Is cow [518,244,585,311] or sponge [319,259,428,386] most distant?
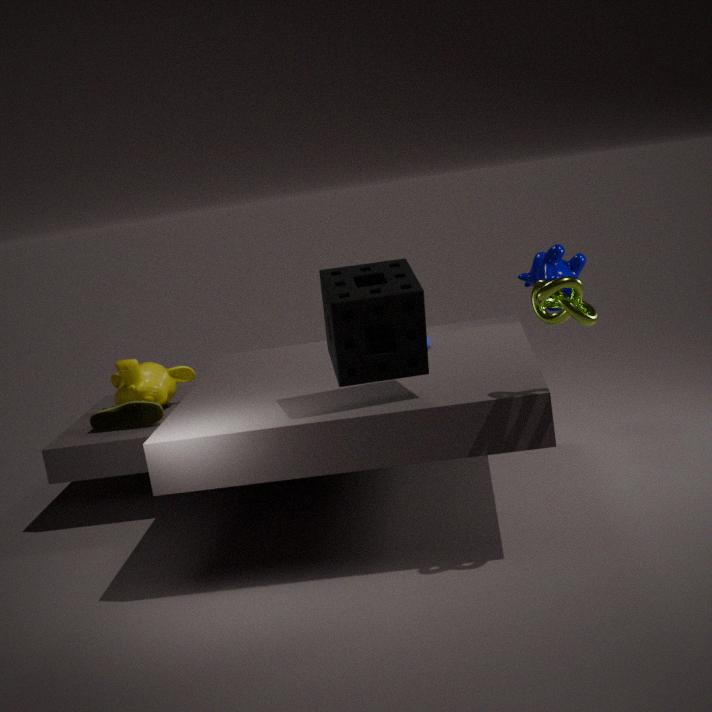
cow [518,244,585,311]
